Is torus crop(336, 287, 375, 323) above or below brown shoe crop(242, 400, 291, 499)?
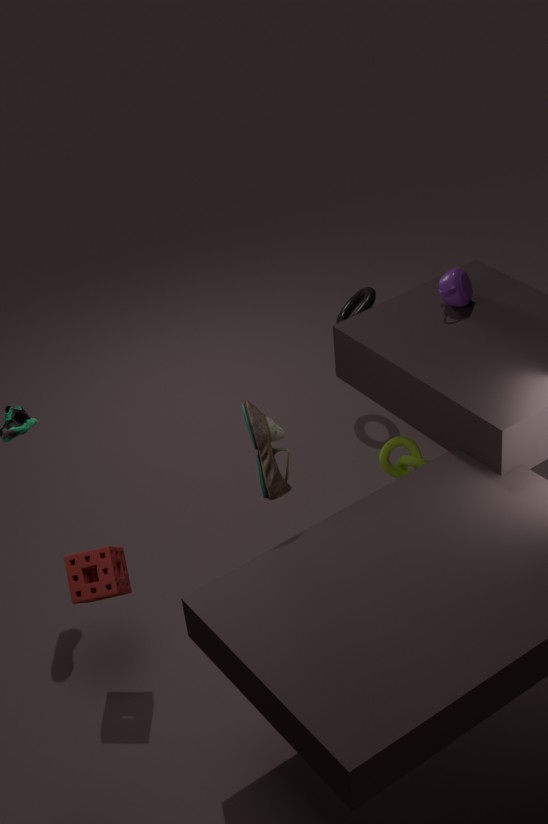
below
